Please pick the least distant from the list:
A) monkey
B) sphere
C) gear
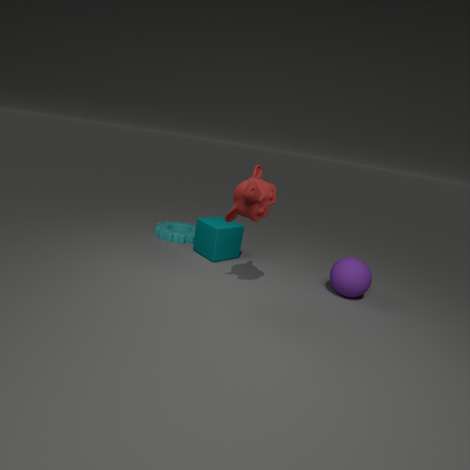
monkey
